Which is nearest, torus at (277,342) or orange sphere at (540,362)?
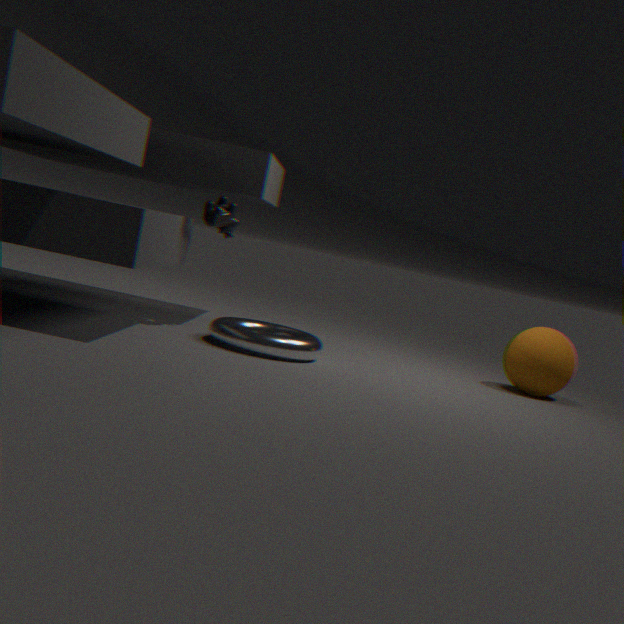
torus at (277,342)
